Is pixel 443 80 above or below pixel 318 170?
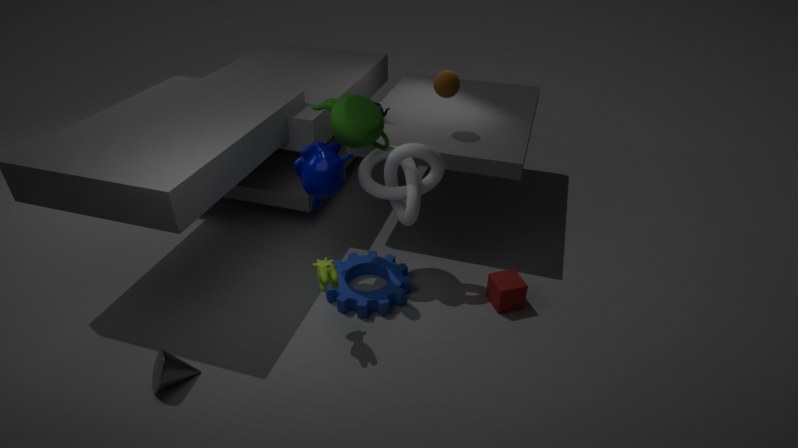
above
